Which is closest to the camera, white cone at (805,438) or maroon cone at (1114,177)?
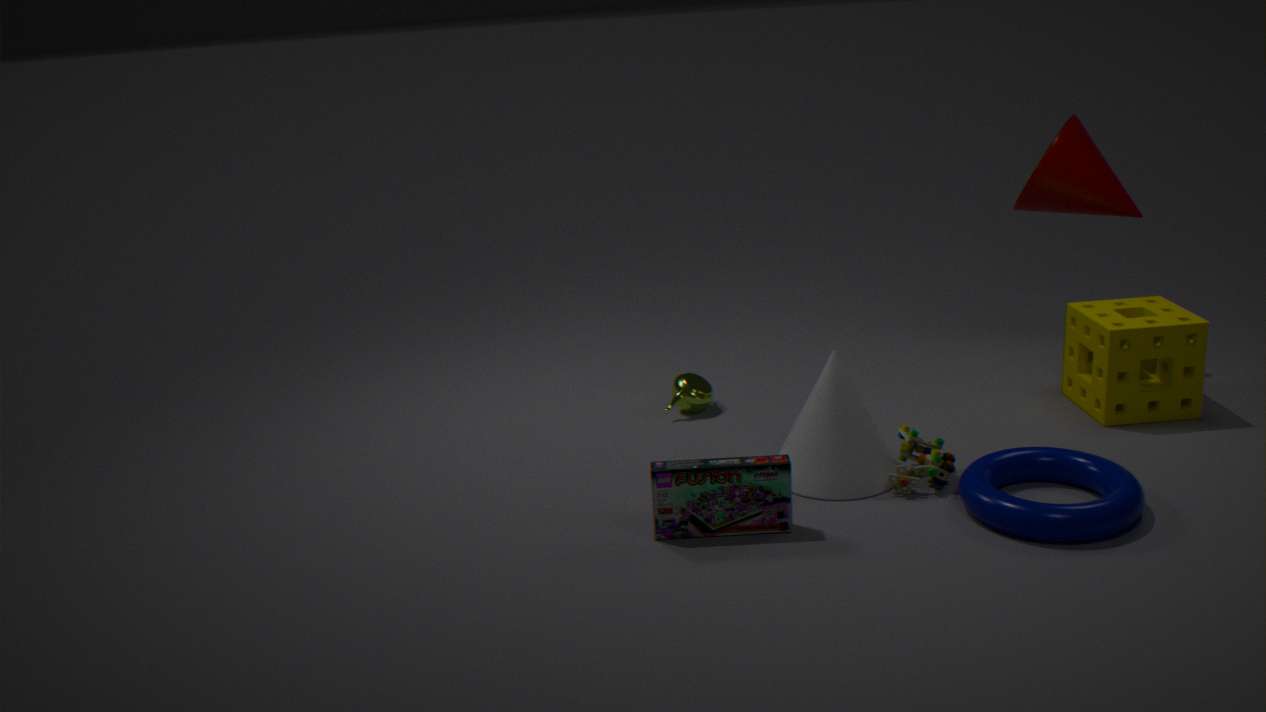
white cone at (805,438)
